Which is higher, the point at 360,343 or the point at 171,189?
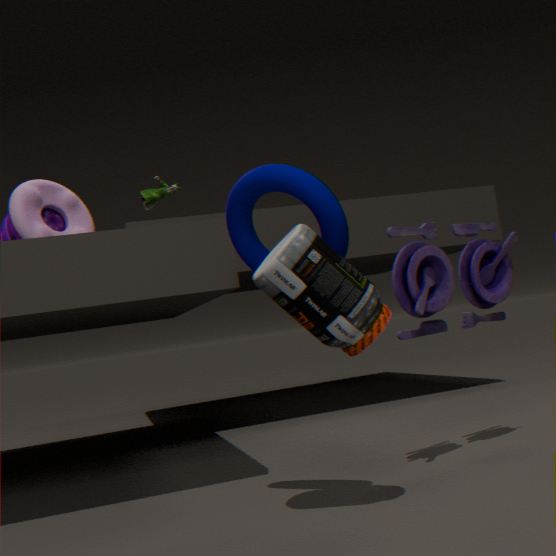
the point at 171,189
